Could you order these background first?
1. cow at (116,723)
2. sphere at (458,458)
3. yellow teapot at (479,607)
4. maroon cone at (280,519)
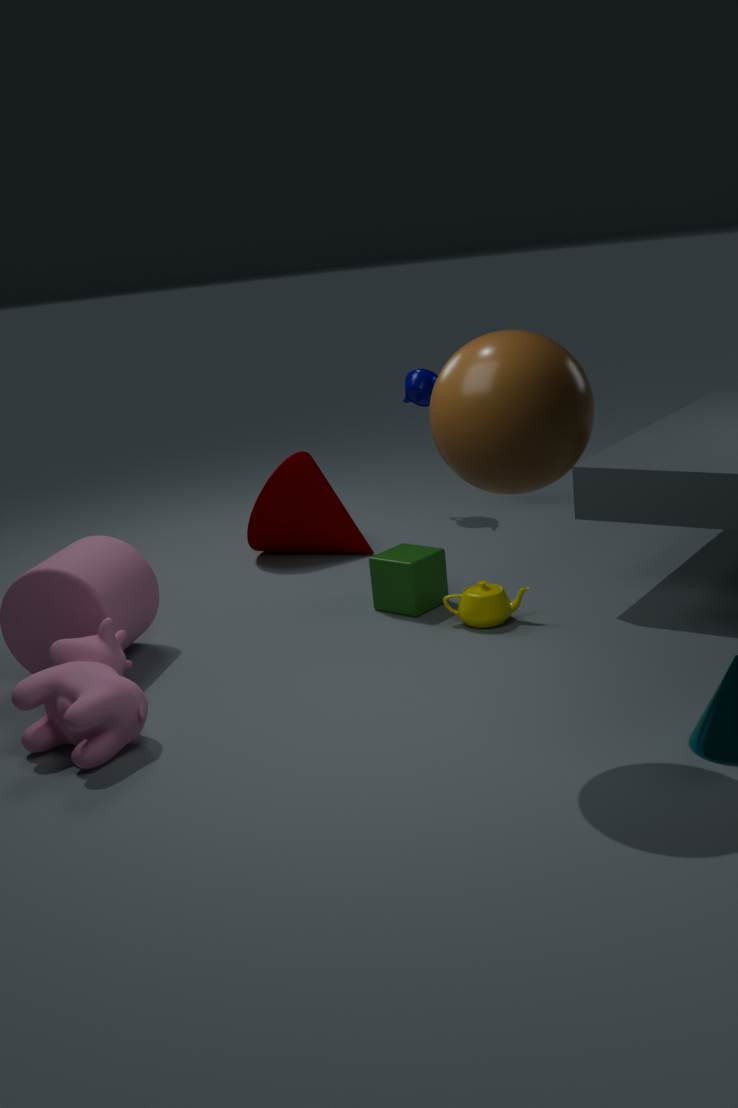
maroon cone at (280,519), yellow teapot at (479,607), cow at (116,723), sphere at (458,458)
